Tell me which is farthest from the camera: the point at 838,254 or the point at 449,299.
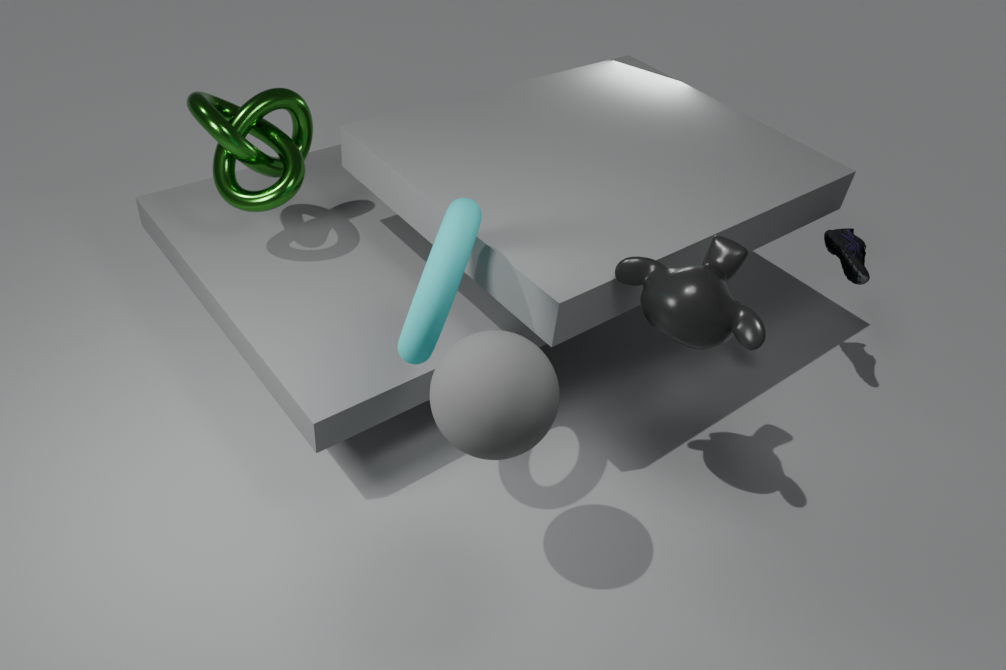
the point at 838,254
